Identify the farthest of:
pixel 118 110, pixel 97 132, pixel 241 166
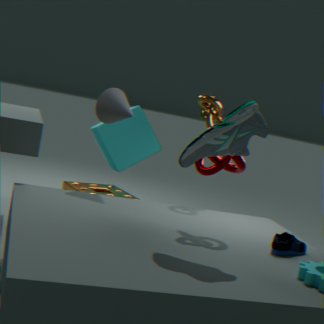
pixel 97 132
